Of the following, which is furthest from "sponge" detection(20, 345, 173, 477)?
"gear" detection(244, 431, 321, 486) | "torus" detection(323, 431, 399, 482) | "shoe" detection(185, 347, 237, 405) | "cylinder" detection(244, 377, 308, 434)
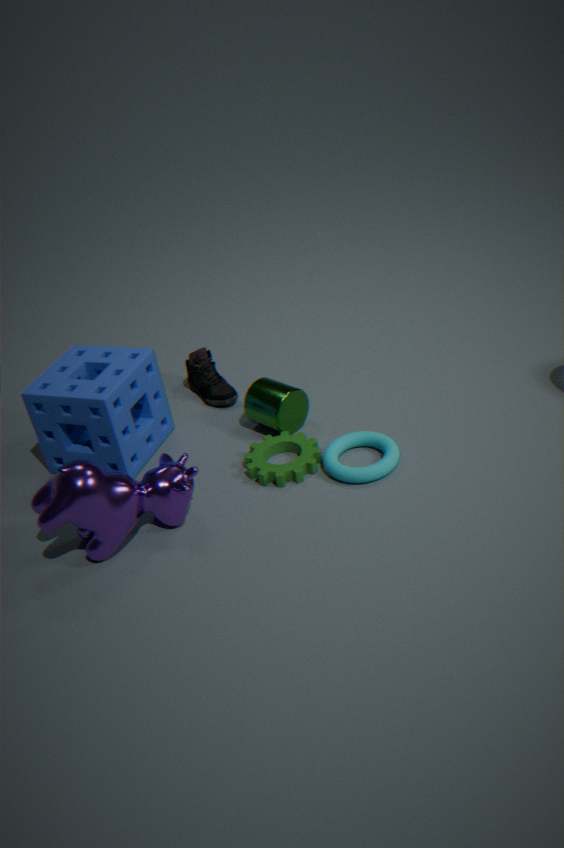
"torus" detection(323, 431, 399, 482)
